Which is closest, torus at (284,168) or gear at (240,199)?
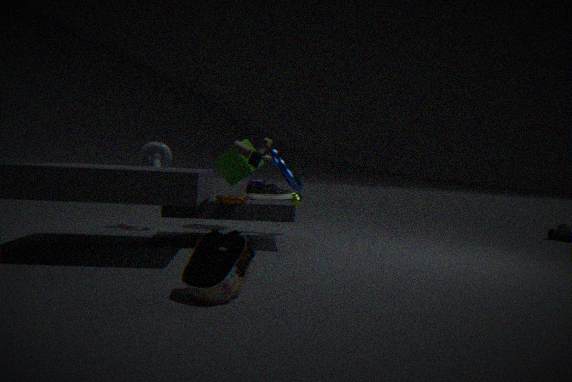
gear at (240,199)
